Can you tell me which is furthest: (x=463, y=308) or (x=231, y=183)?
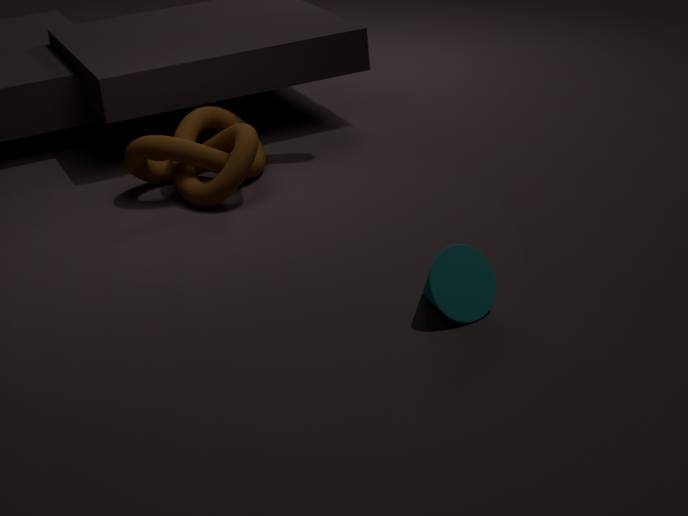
(x=231, y=183)
